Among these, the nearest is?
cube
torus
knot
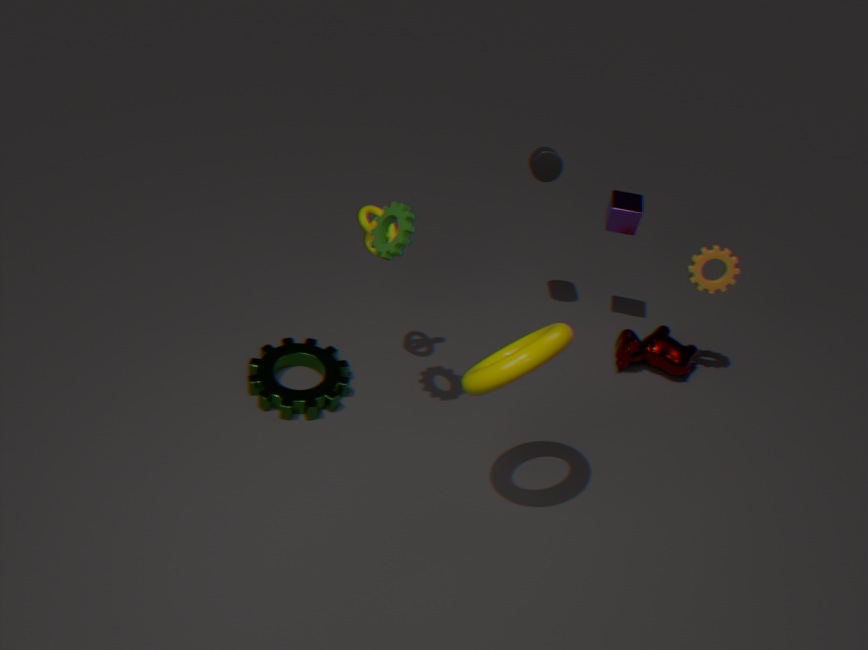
torus
